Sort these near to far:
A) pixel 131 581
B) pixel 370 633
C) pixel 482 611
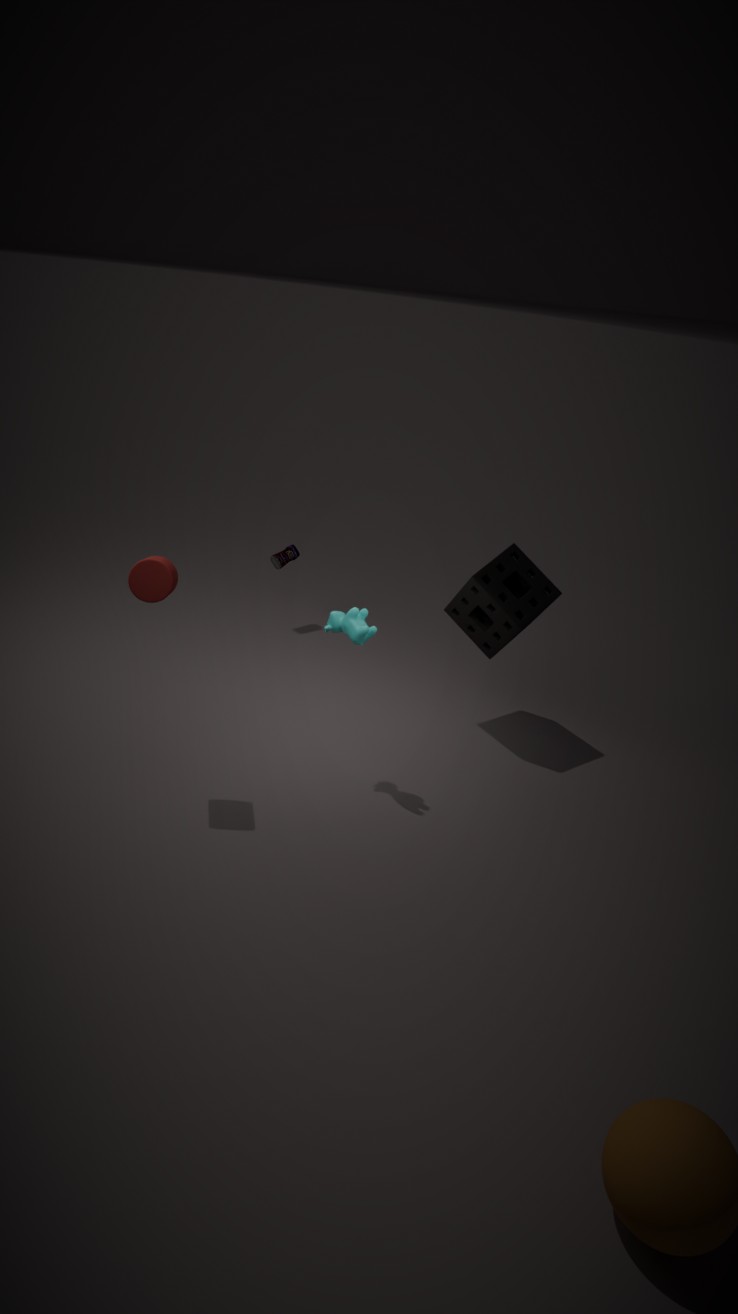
pixel 131 581, pixel 370 633, pixel 482 611
